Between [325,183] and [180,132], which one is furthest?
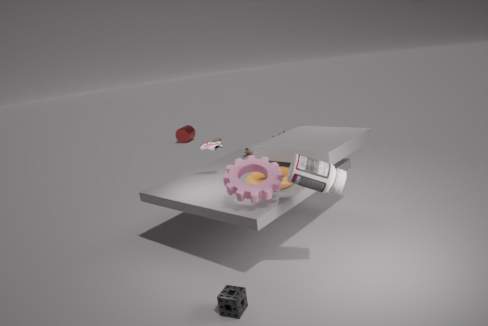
[180,132]
